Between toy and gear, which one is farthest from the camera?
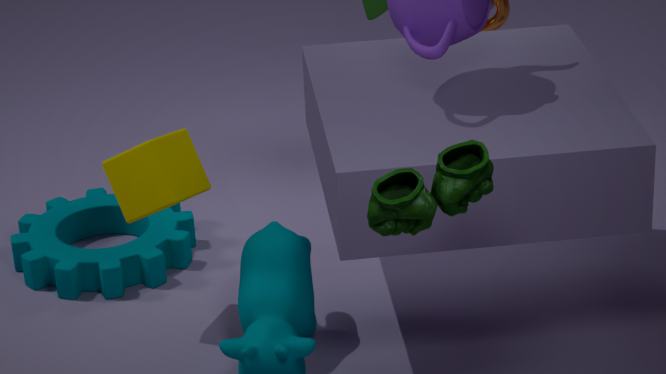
gear
